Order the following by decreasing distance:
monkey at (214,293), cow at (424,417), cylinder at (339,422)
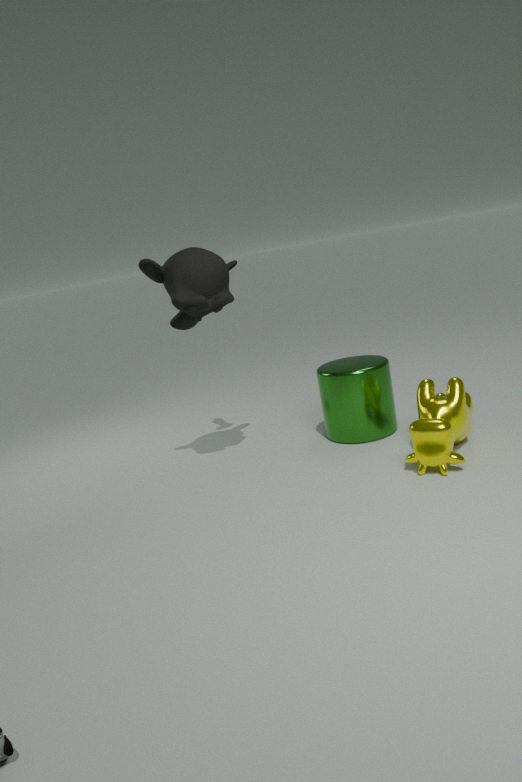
cylinder at (339,422) < monkey at (214,293) < cow at (424,417)
